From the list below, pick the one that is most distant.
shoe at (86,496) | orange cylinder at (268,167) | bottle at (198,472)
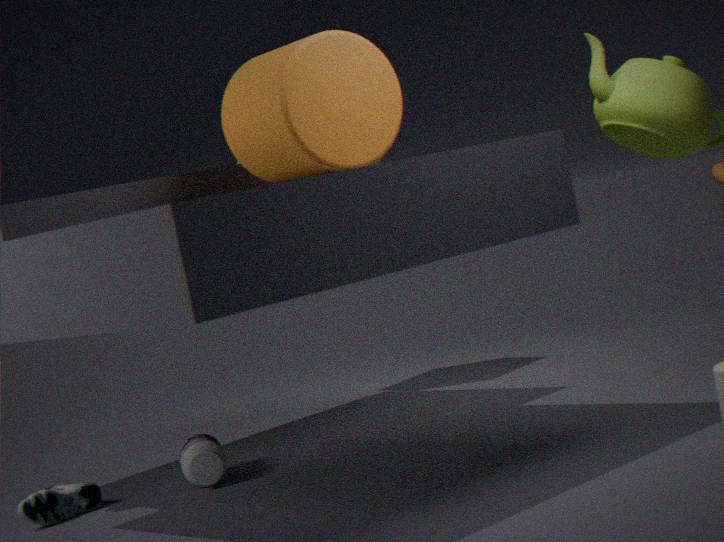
bottle at (198,472)
